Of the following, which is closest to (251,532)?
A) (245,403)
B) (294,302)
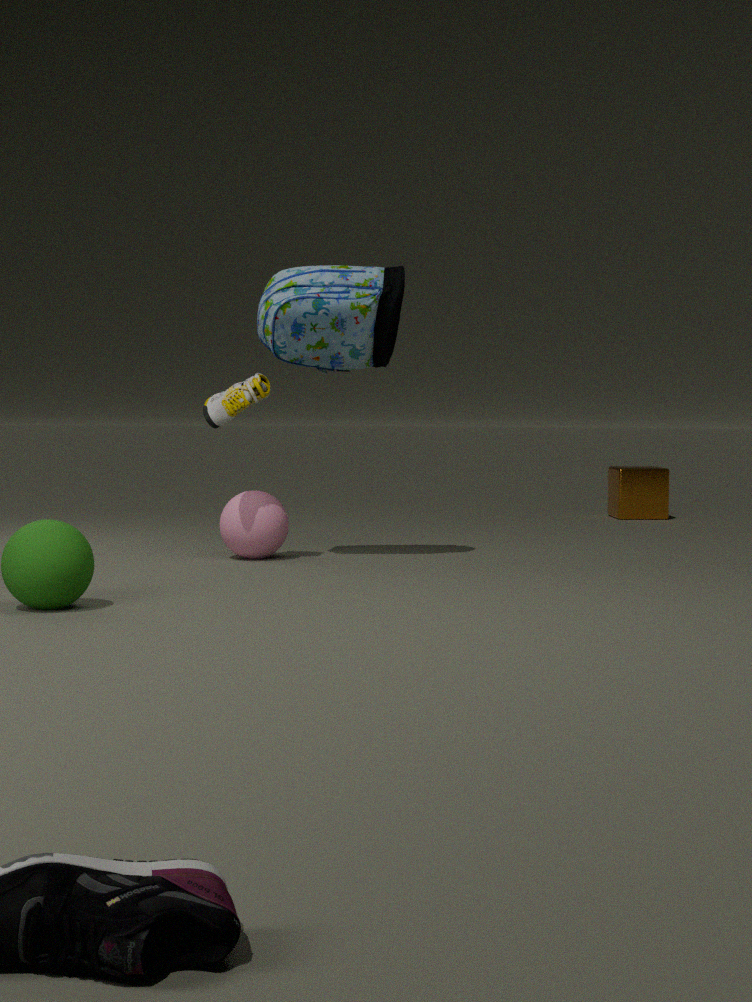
(245,403)
